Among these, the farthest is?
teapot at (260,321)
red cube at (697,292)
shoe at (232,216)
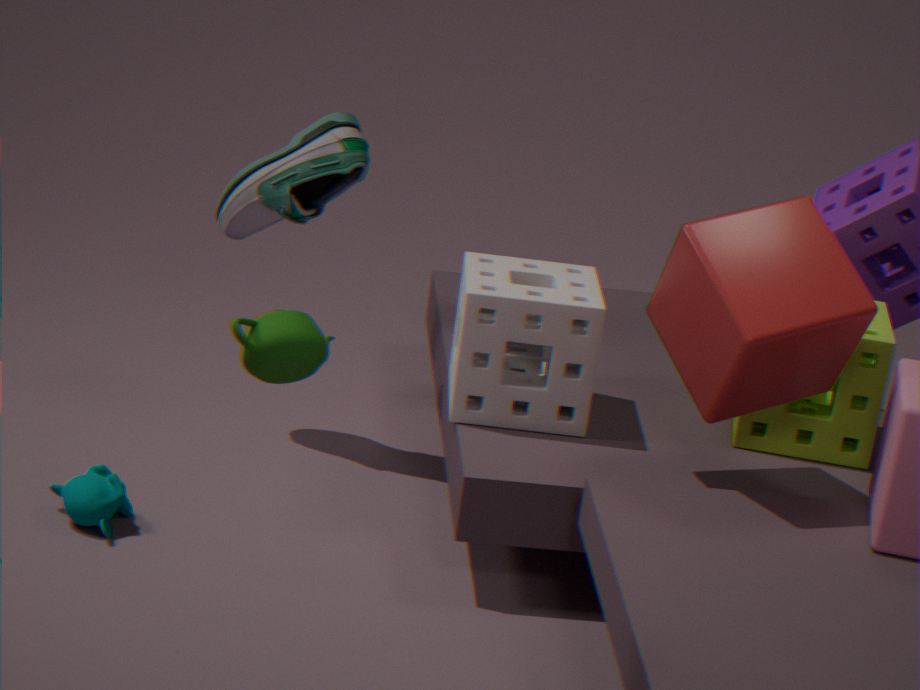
shoe at (232,216)
